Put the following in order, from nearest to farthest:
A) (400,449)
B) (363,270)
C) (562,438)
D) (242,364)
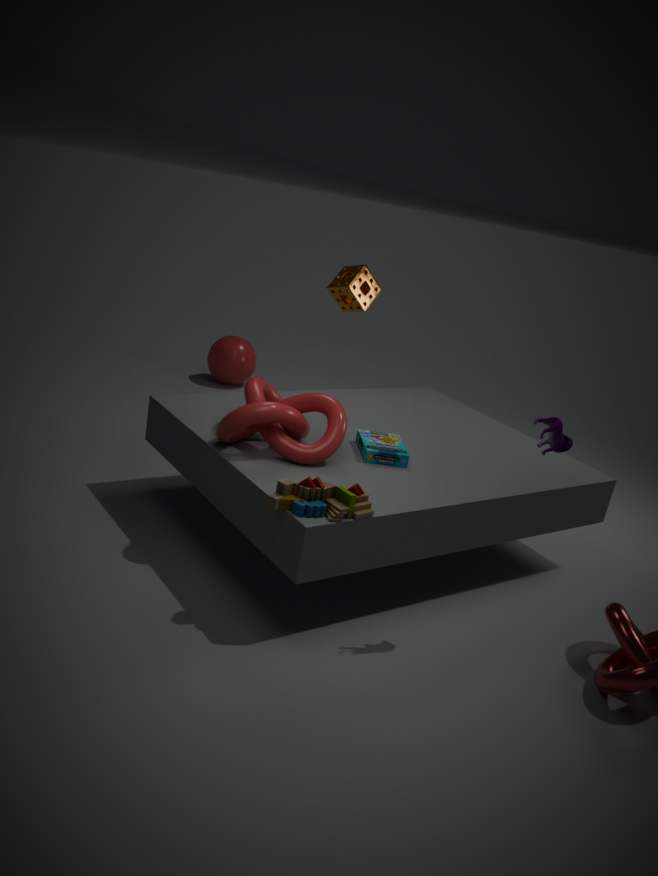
(562,438) < (400,449) < (363,270) < (242,364)
